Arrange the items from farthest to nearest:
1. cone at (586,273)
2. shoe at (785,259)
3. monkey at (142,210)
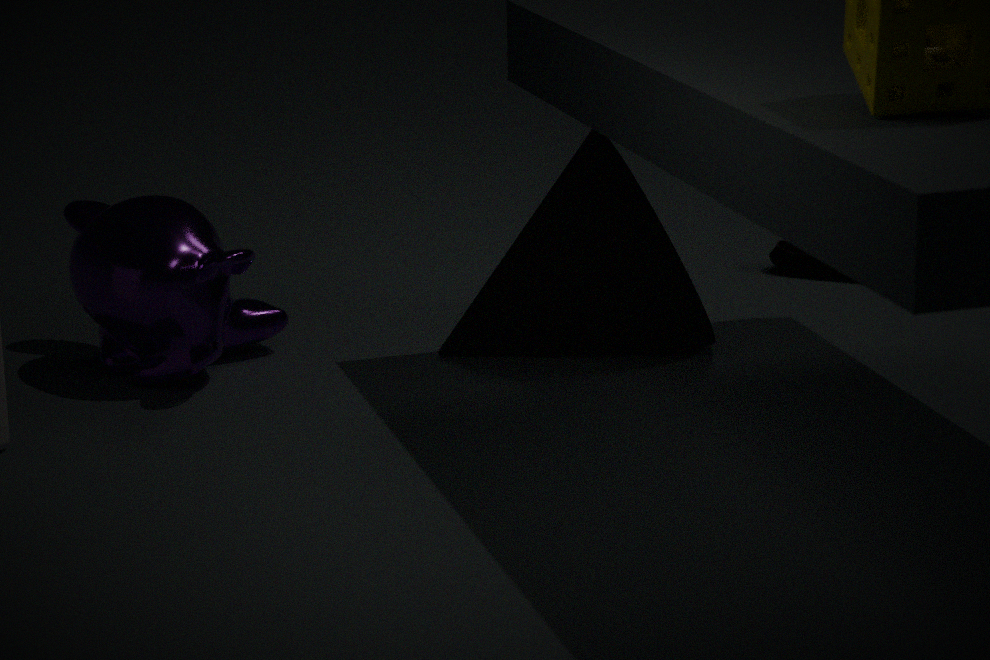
shoe at (785,259) → cone at (586,273) → monkey at (142,210)
